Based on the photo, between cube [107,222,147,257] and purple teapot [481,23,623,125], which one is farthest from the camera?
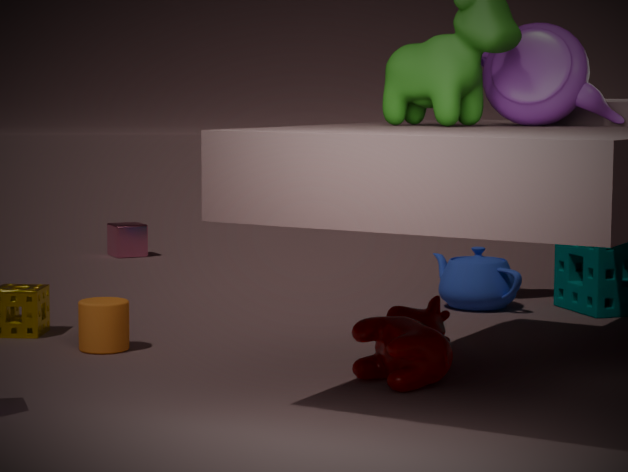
cube [107,222,147,257]
